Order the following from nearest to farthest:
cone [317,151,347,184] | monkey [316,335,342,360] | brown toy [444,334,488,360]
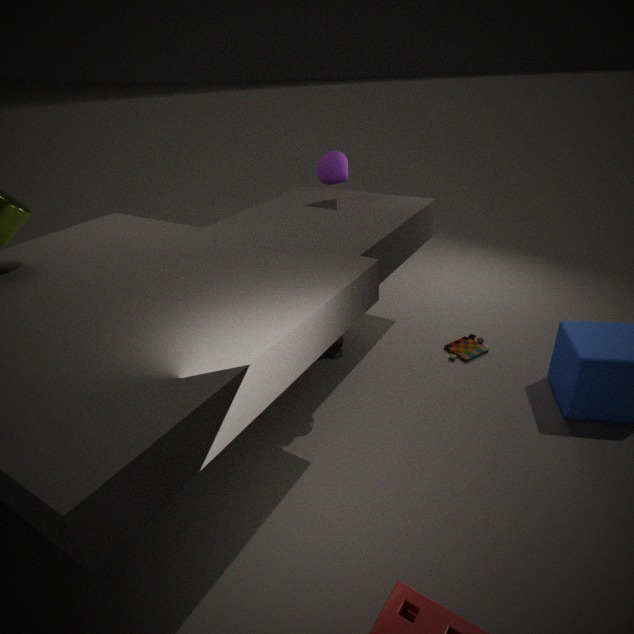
monkey [316,335,342,360] < brown toy [444,334,488,360] < cone [317,151,347,184]
